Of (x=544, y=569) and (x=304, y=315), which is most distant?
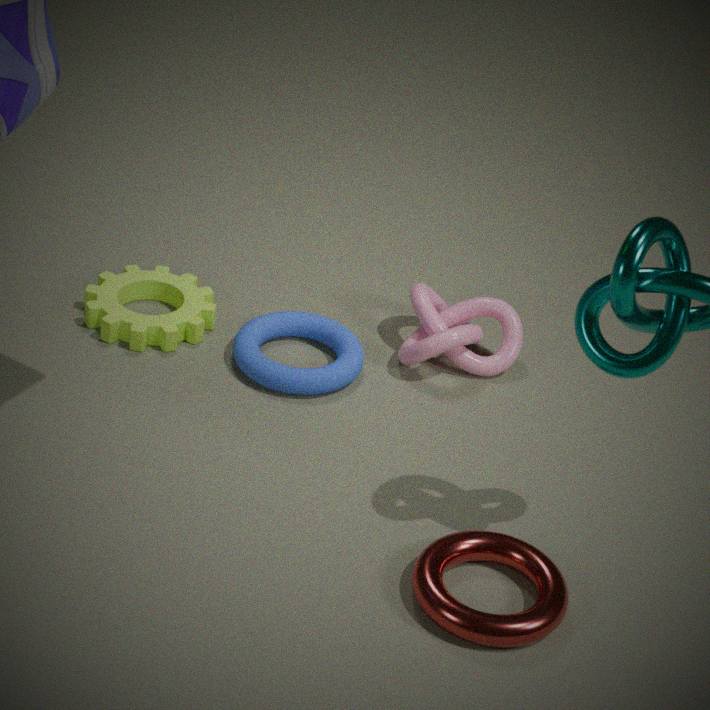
(x=304, y=315)
